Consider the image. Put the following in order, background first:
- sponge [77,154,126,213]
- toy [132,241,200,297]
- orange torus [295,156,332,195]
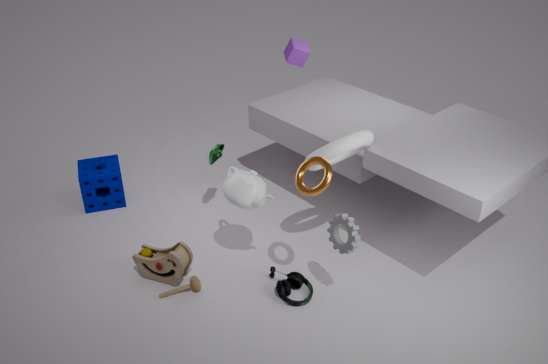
sponge [77,154,126,213] < toy [132,241,200,297] < orange torus [295,156,332,195]
